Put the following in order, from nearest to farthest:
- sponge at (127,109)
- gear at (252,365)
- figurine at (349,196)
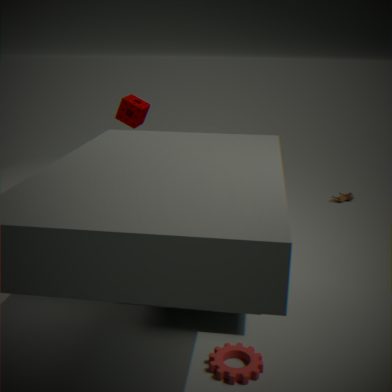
1. gear at (252,365)
2. sponge at (127,109)
3. figurine at (349,196)
